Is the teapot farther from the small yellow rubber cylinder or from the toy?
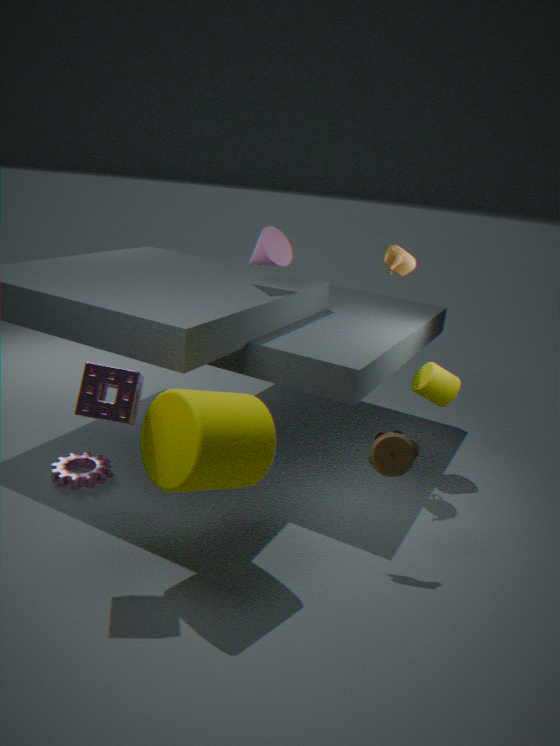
the toy
